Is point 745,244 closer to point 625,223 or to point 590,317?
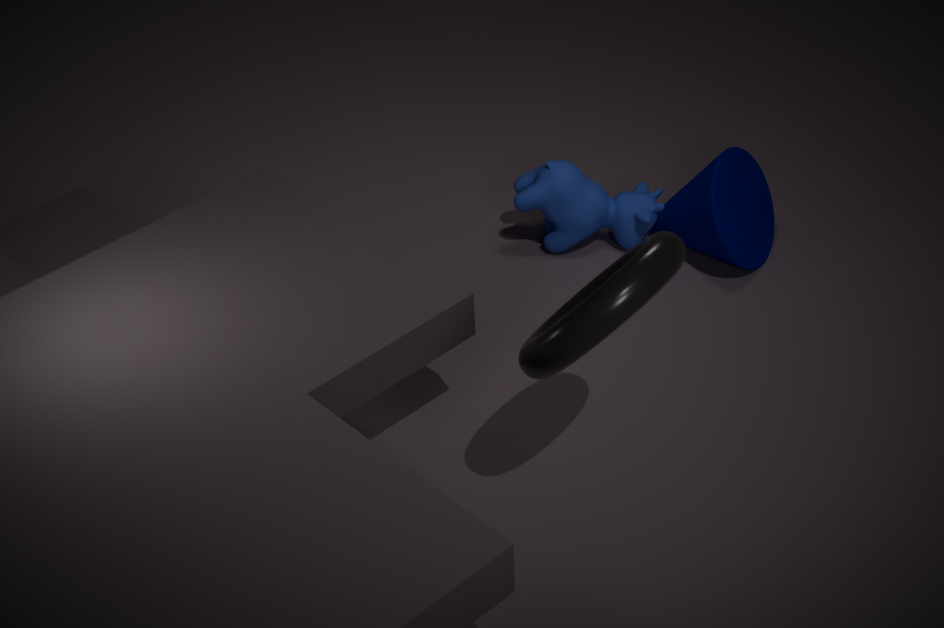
point 625,223
